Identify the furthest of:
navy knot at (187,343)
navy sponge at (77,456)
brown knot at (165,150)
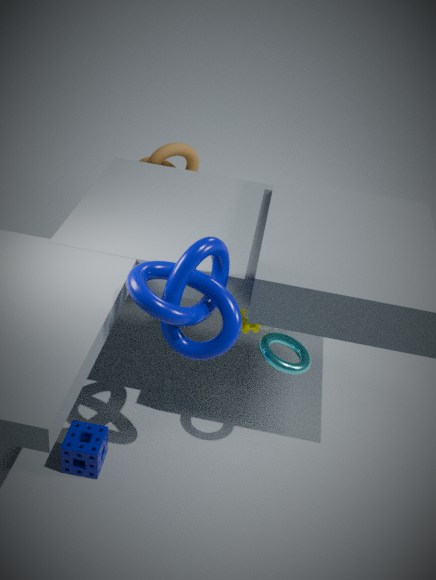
brown knot at (165,150)
